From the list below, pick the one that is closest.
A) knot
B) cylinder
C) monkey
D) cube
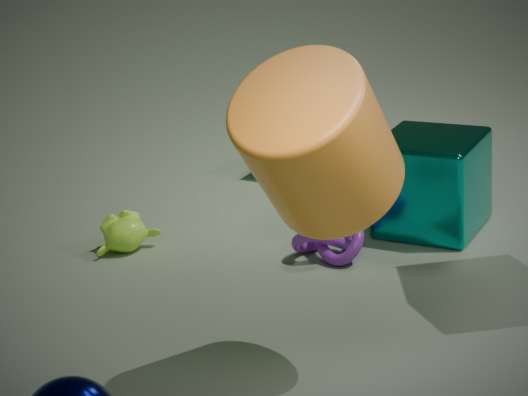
cylinder
